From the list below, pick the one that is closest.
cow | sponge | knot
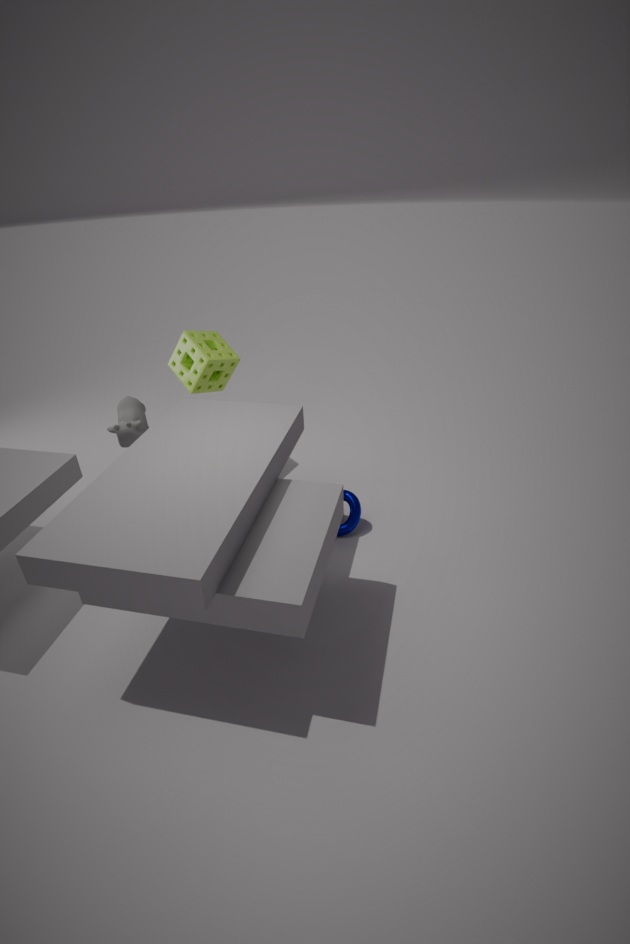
cow
